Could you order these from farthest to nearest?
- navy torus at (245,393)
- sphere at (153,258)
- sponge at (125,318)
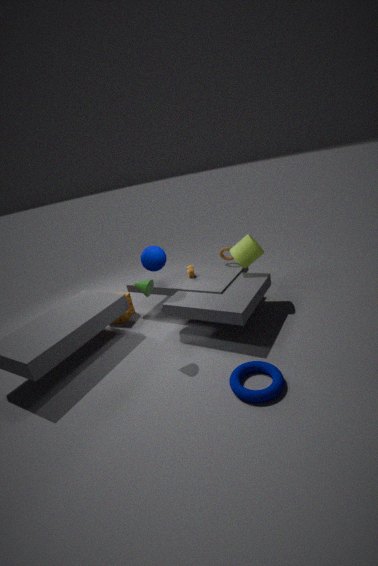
sponge at (125,318)
sphere at (153,258)
navy torus at (245,393)
